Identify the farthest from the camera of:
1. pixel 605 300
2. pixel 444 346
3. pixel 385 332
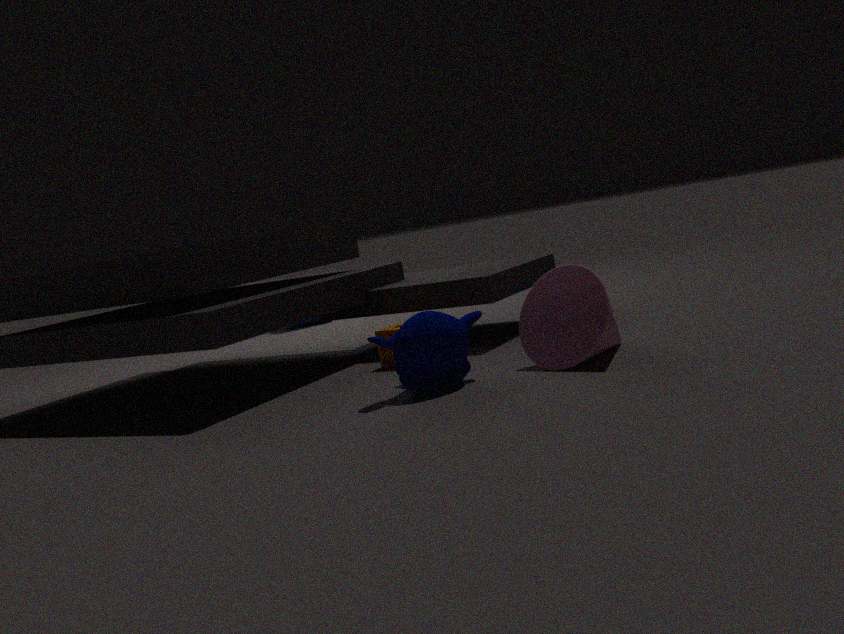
pixel 385 332
